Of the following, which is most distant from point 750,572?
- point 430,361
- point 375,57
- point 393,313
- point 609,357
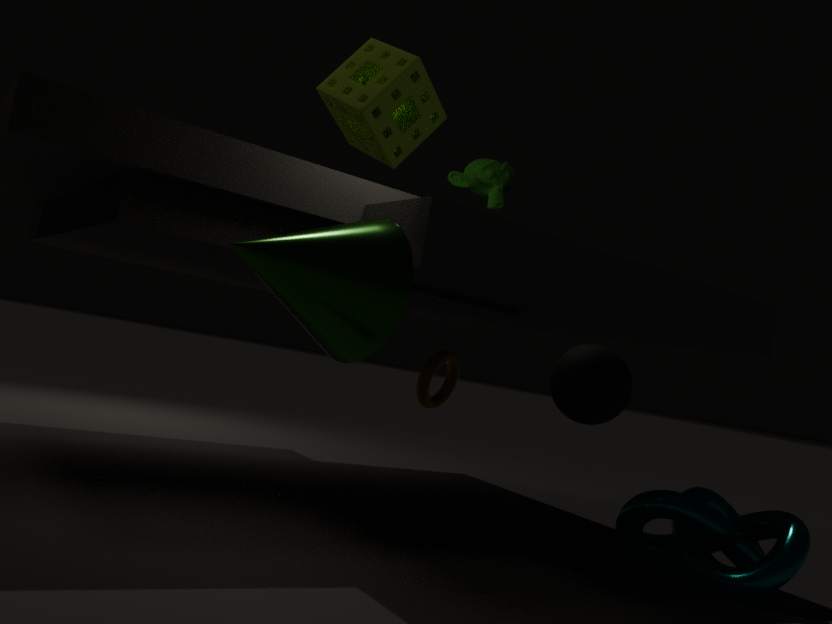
point 393,313
